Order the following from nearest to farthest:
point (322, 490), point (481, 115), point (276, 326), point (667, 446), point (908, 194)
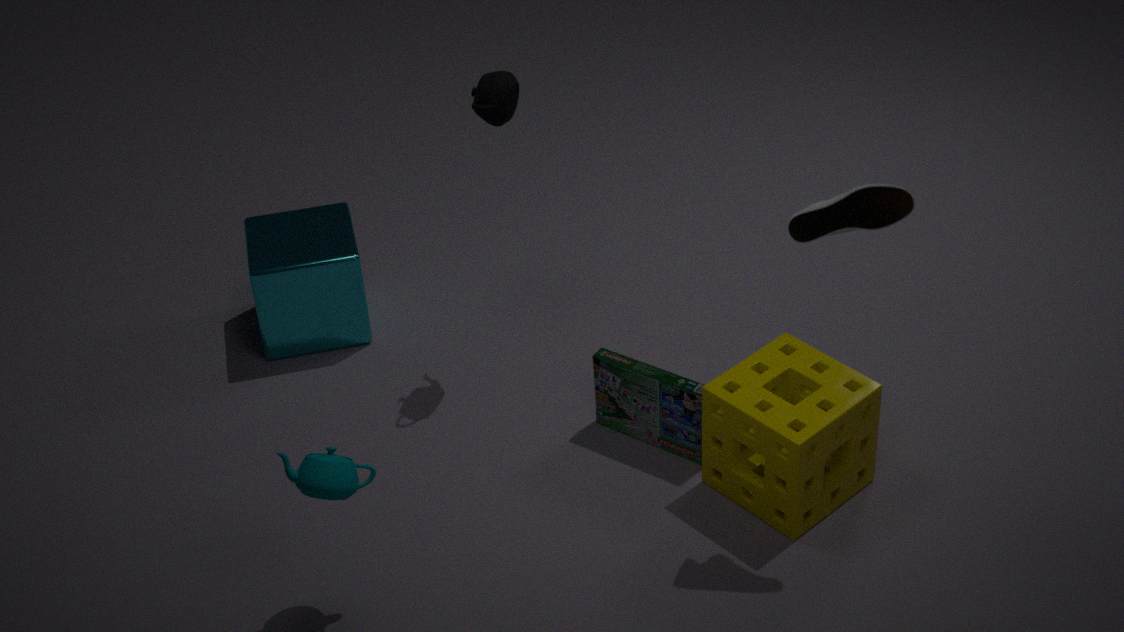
point (908, 194) → point (322, 490) → point (481, 115) → point (667, 446) → point (276, 326)
